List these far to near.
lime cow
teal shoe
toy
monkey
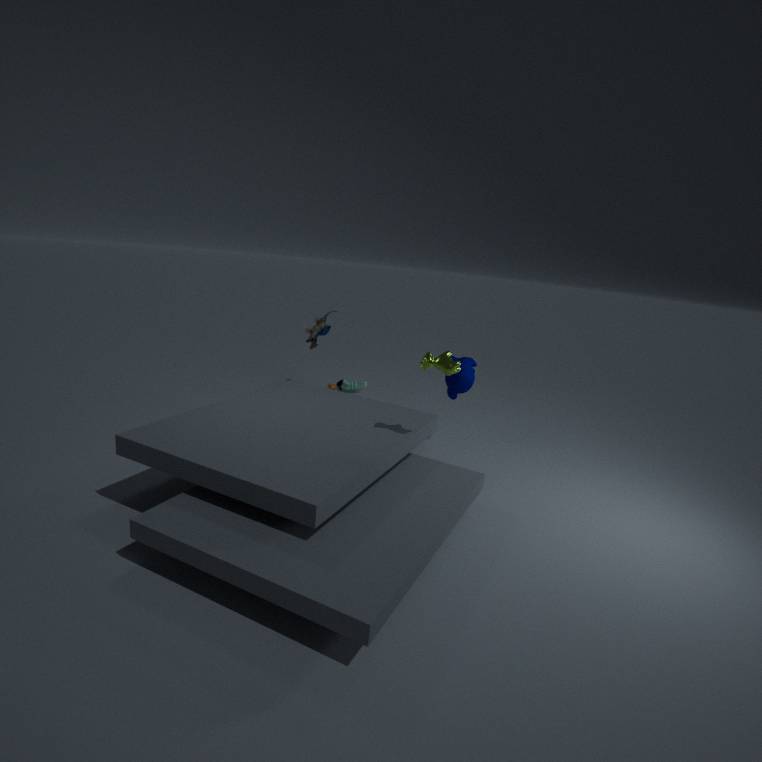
teal shoe, monkey, toy, lime cow
